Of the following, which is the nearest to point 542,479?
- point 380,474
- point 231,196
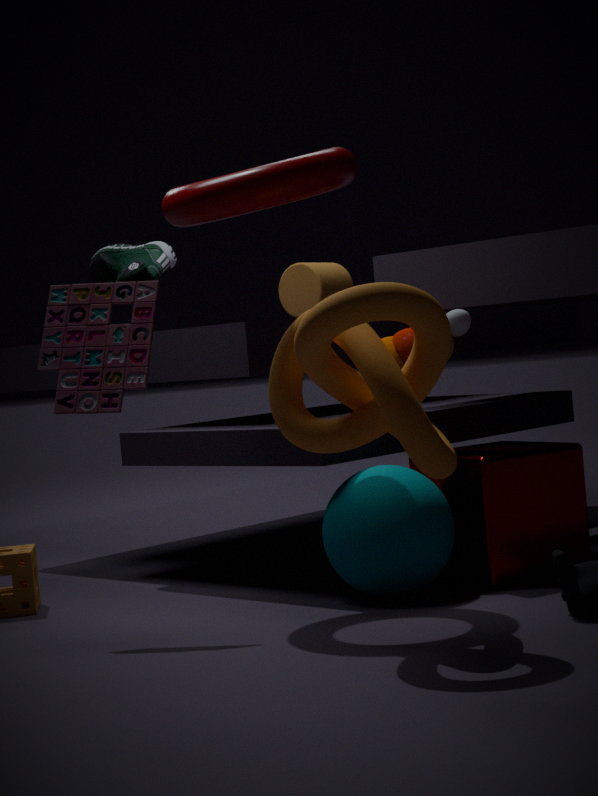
point 380,474
